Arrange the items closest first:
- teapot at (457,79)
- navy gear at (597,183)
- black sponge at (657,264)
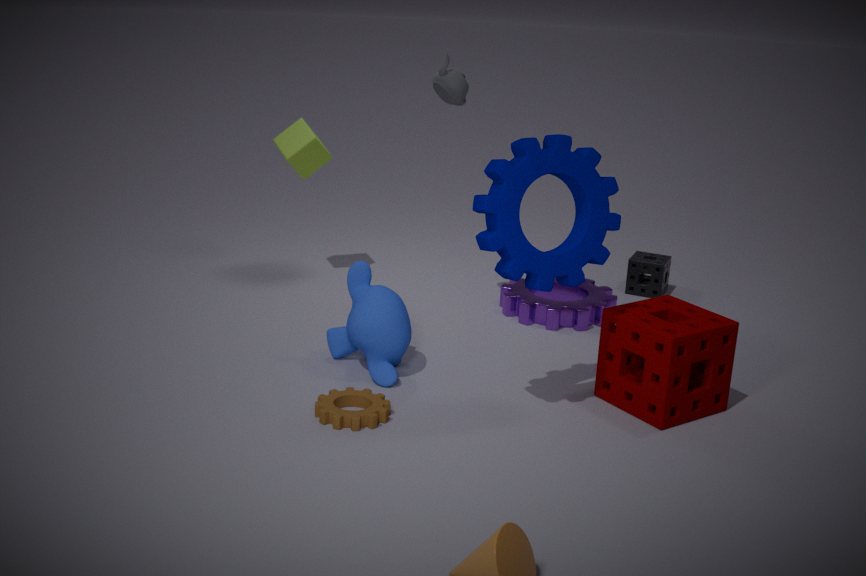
navy gear at (597,183)
teapot at (457,79)
black sponge at (657,264)
